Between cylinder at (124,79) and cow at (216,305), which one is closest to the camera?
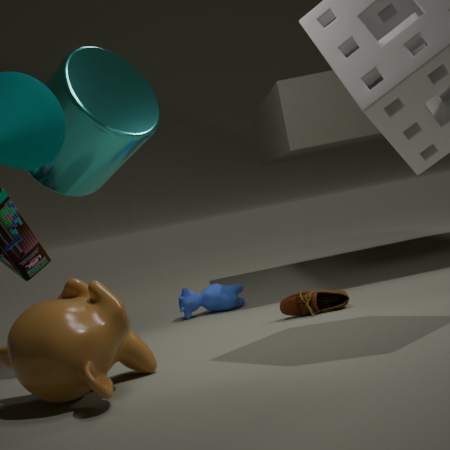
cylinder at (124,79)
